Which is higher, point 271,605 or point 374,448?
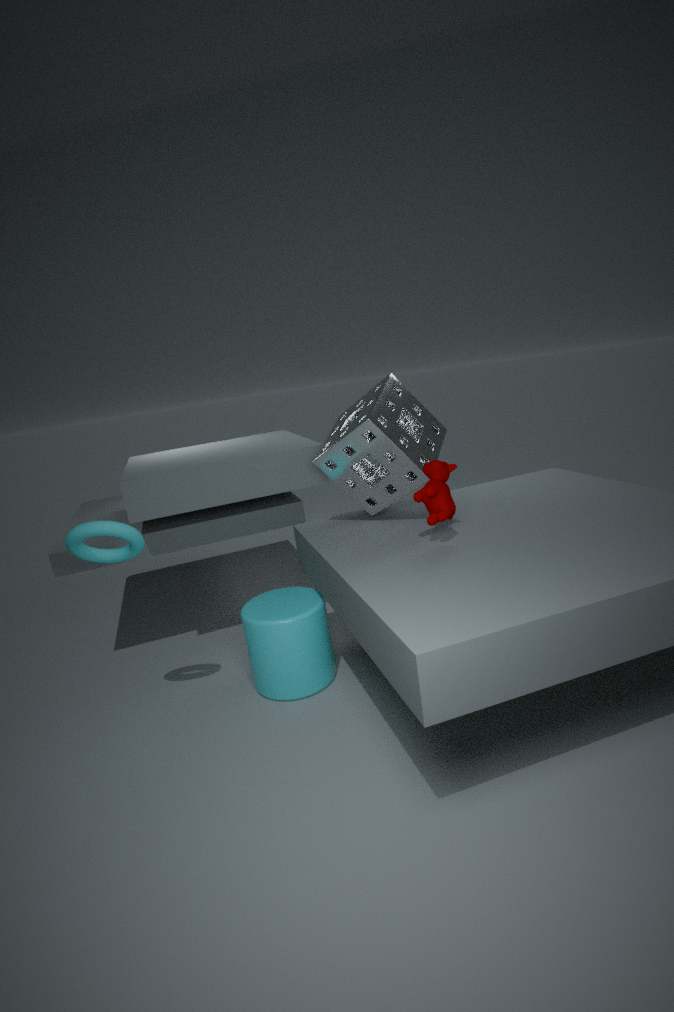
point 374,448
